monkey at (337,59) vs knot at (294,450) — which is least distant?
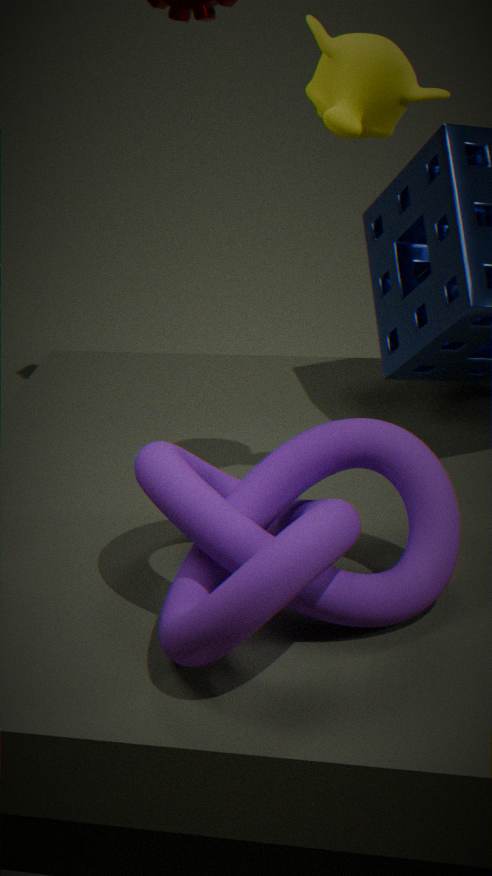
knot at (294,450)
